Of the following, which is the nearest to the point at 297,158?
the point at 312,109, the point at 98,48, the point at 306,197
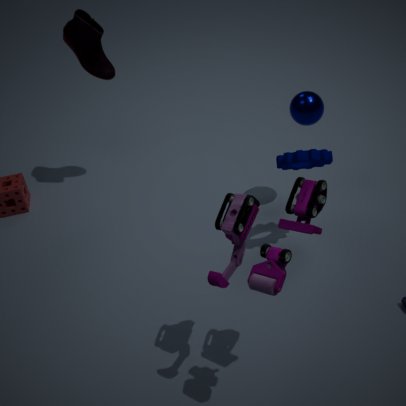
the point at 312,109
